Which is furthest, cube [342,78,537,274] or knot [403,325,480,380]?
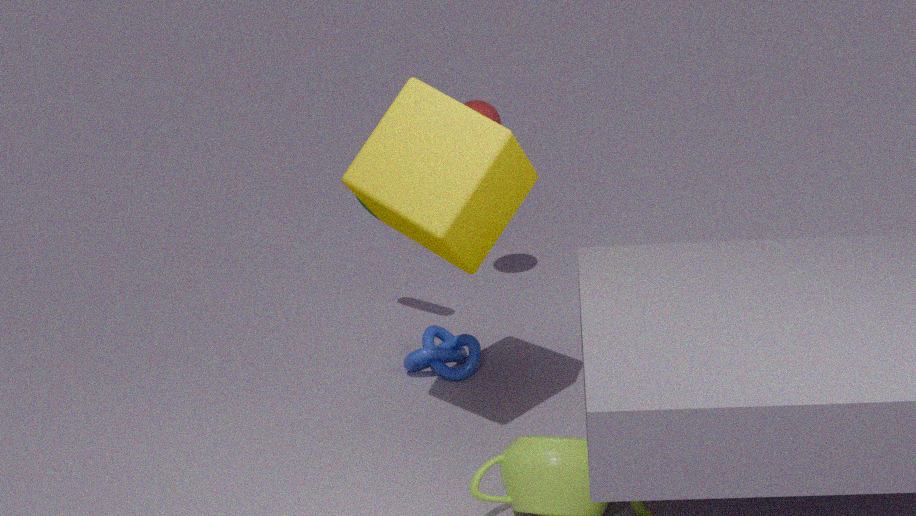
knot [403,325,480,380]
